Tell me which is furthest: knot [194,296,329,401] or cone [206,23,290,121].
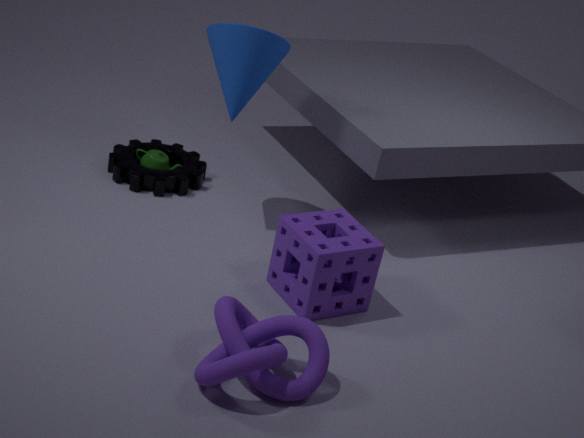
cone [206,23,290,121]
